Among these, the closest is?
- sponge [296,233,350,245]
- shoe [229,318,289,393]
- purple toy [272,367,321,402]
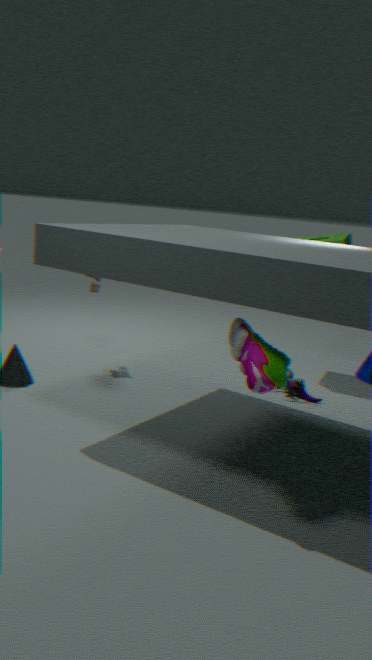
shoe [229,318,289,393]
